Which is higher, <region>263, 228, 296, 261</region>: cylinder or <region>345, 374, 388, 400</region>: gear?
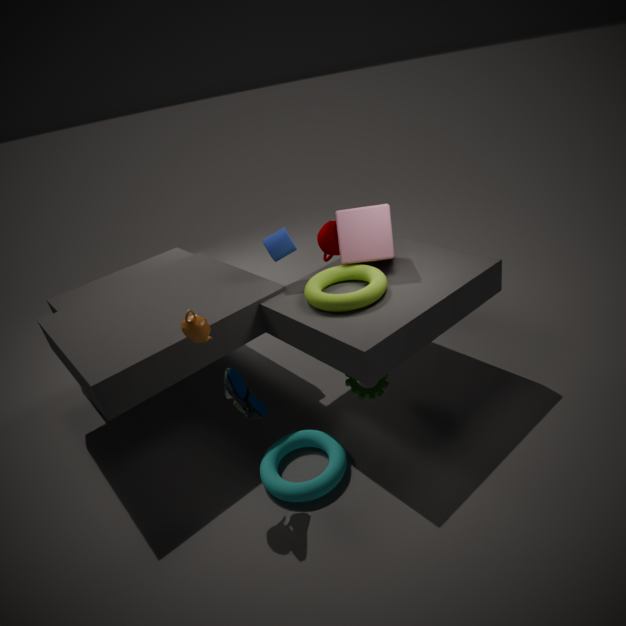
<region>263, 228, 296, 261</region>: cylinder
